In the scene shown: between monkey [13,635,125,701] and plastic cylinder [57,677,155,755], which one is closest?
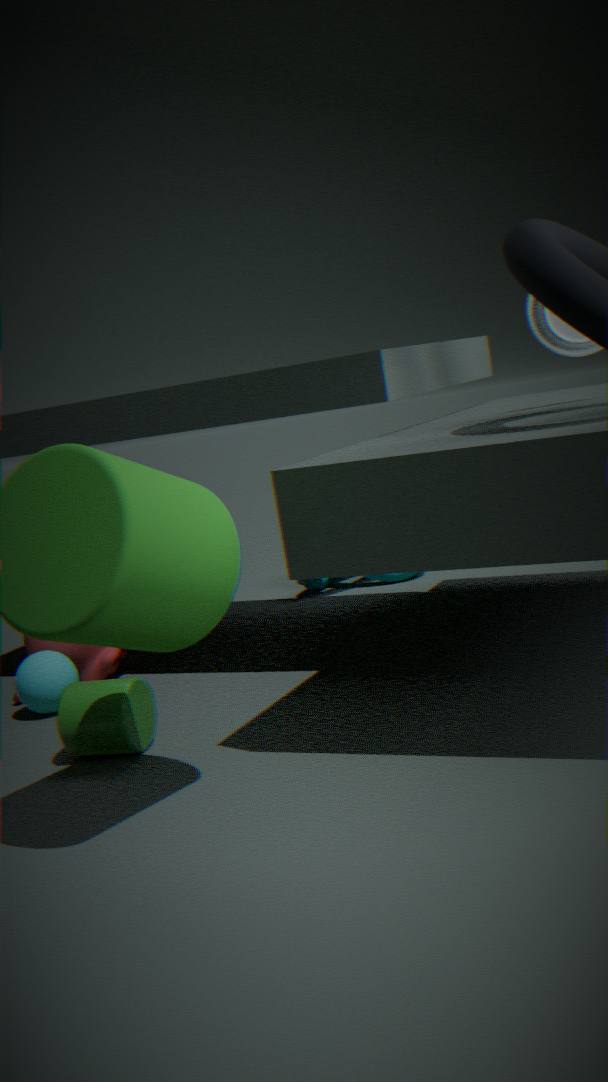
plastic cylinder [57,677,155,755]
